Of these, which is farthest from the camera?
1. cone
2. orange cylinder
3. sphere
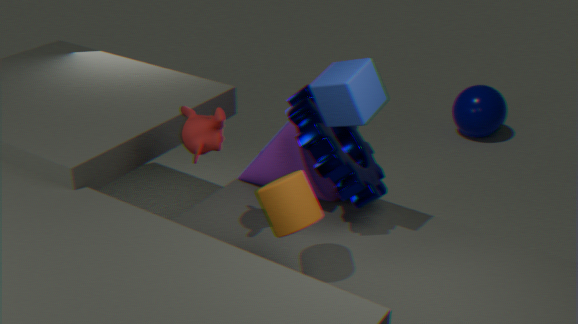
sphere
